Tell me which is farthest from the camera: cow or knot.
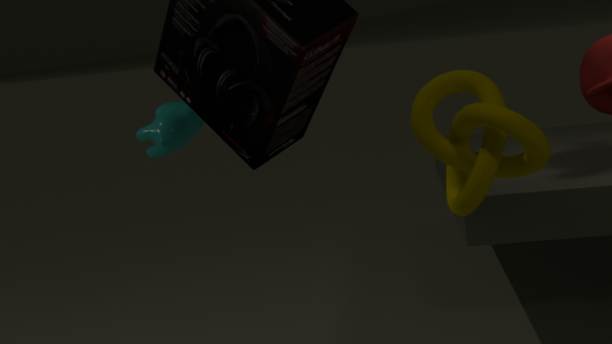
cow
